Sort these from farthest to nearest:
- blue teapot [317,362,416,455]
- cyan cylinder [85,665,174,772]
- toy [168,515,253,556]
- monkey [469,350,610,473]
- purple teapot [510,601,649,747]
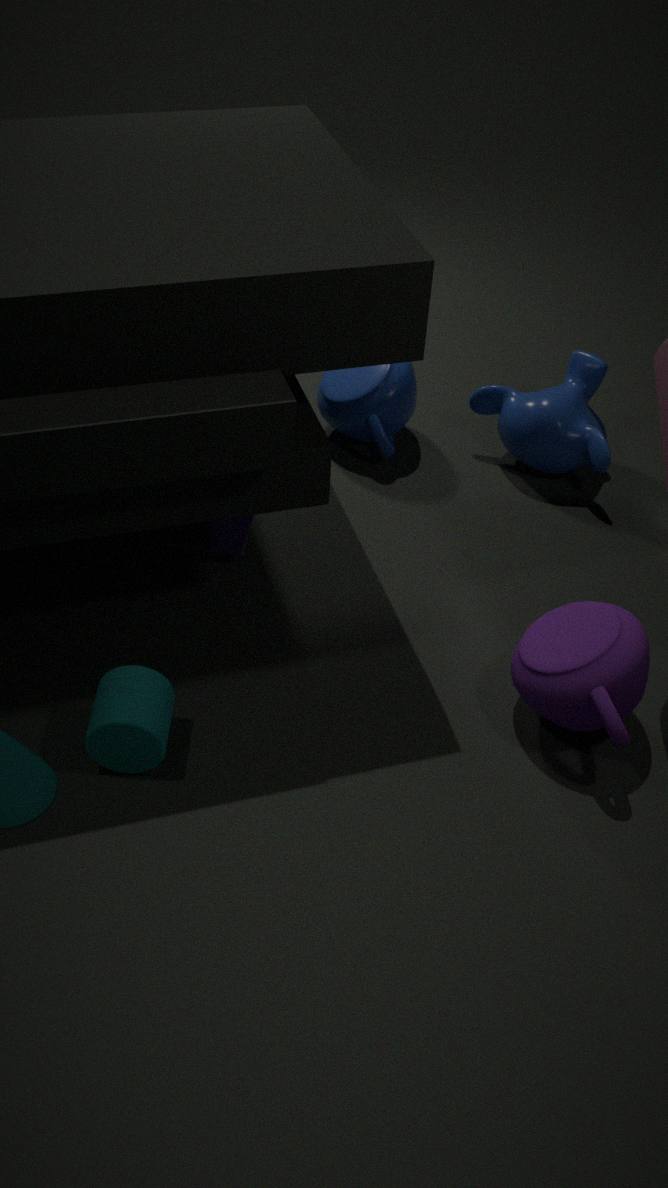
blue teapot [317,362,416,455]
monkey [469,350,610,473]
toy [168,515,253,556]
purple teapot [510,601,649,747]
cyan cylinder [85,665,174,772]
